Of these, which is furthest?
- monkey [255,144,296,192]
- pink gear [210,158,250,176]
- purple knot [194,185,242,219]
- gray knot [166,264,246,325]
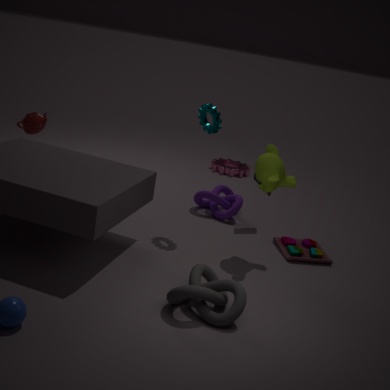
pink gear [210,158,250,176]
